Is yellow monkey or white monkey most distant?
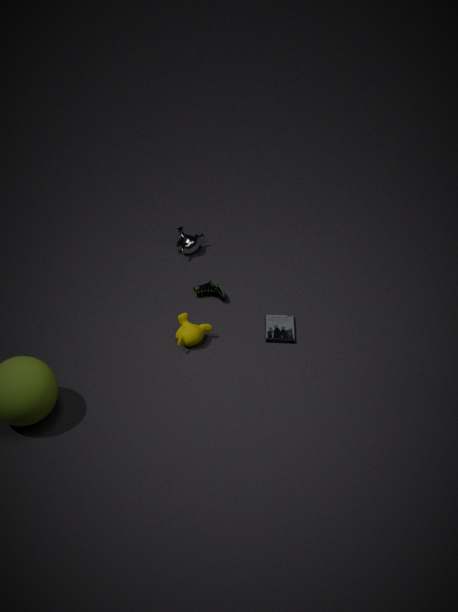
white monkey
